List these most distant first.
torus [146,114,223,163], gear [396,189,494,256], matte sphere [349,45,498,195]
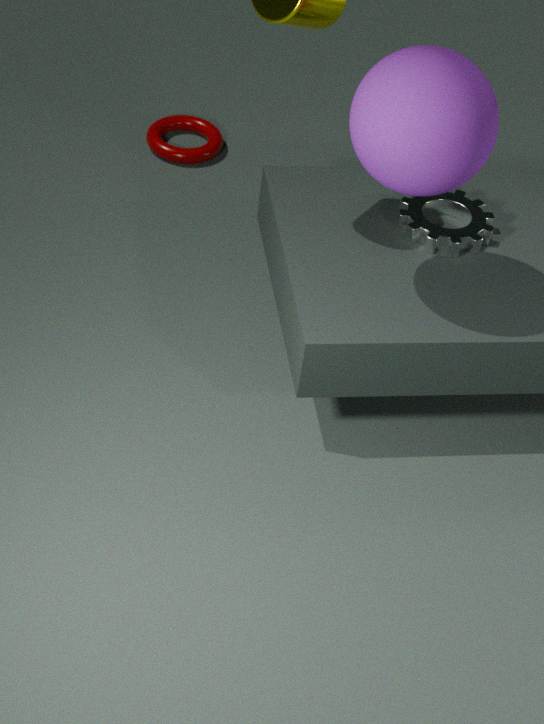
torus [146,114,223,163] → gear [396,189,494,256] → matte sphere [349,45,498,195]
